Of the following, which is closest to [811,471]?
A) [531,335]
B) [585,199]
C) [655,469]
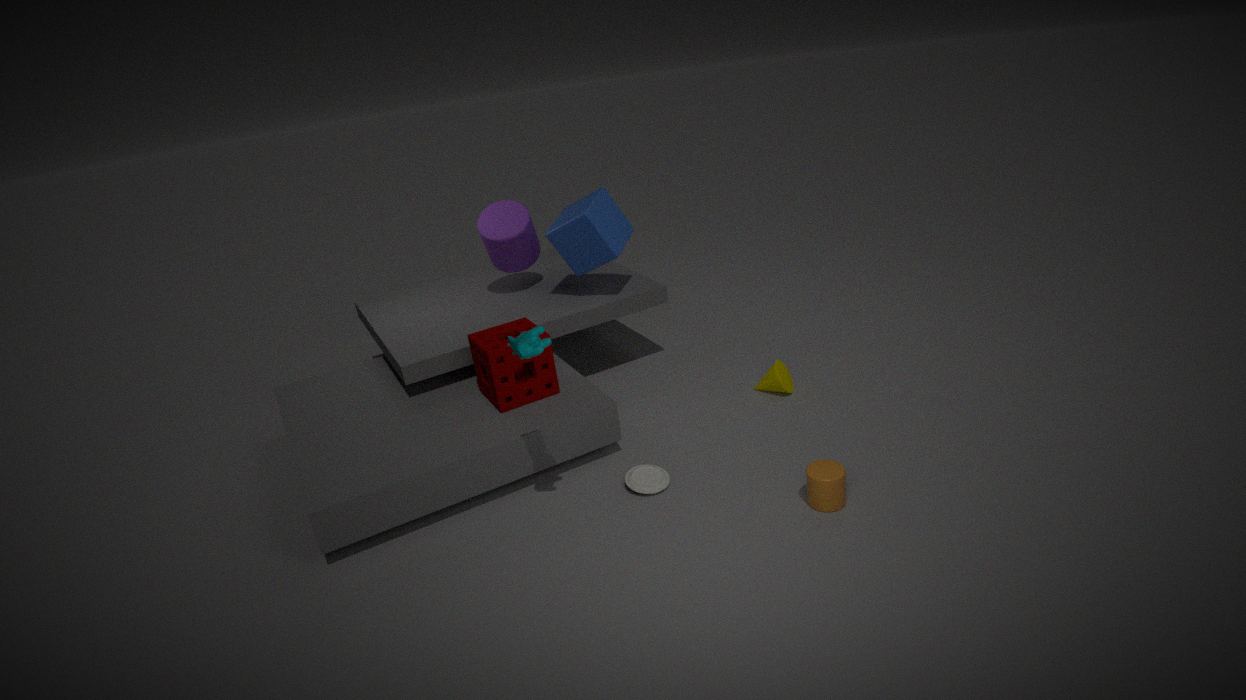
[655,469]
